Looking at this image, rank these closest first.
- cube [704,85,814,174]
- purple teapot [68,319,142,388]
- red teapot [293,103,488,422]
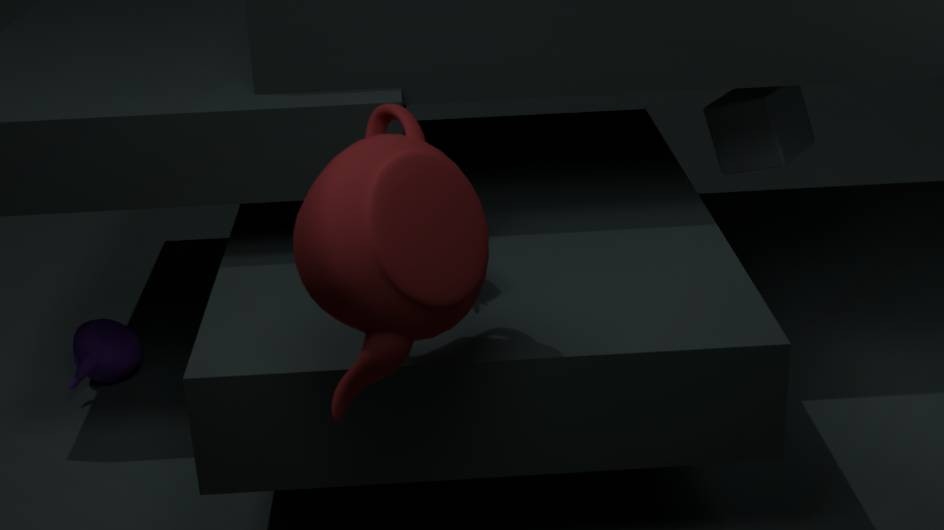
red teapot [293,103,488,422], purple teapot [68,319,142,388], cube [704,85,814,174]
